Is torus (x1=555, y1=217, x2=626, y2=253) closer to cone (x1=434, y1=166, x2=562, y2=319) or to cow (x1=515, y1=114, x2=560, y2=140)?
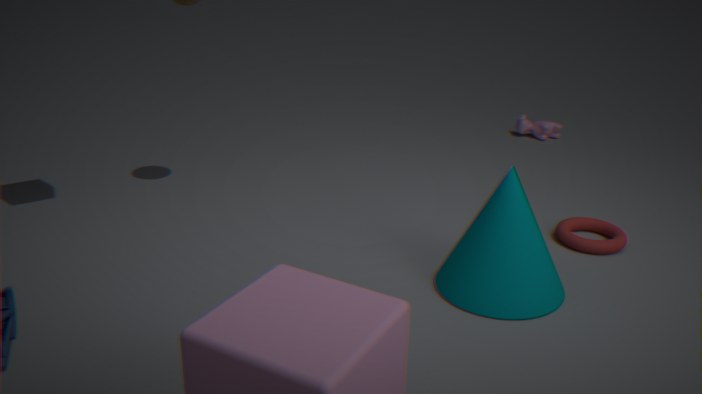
cone (x1=434, y1=166, x2=562, y2=319)
